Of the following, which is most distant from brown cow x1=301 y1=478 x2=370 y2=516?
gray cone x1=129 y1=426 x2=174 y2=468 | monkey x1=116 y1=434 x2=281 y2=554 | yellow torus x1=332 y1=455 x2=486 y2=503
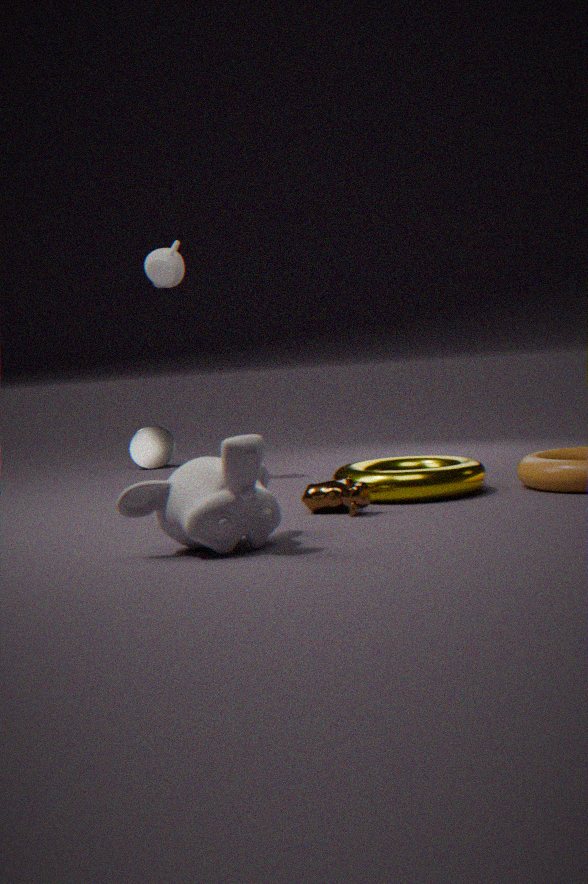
gray cone x1=129 y1=426 x2=174 y2=468
